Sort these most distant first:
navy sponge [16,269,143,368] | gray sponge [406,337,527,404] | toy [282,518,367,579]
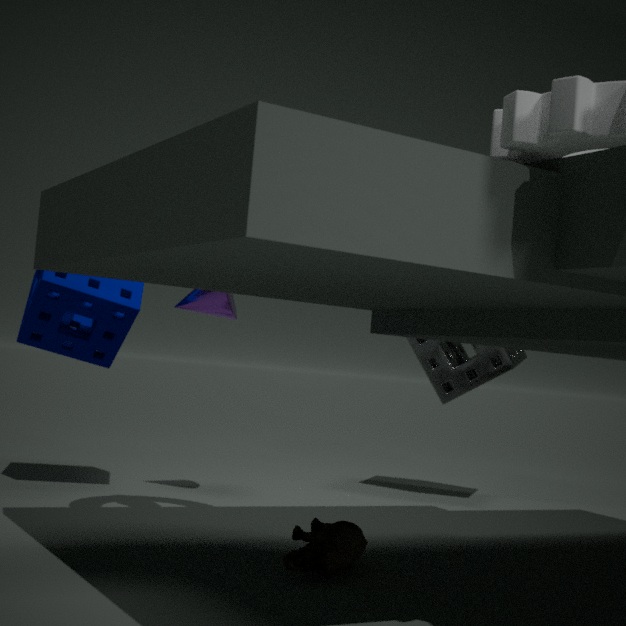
gray sponge [406,337,527,404] → navy sponge [16,269,143,368] → toy [282,518,367,579]
